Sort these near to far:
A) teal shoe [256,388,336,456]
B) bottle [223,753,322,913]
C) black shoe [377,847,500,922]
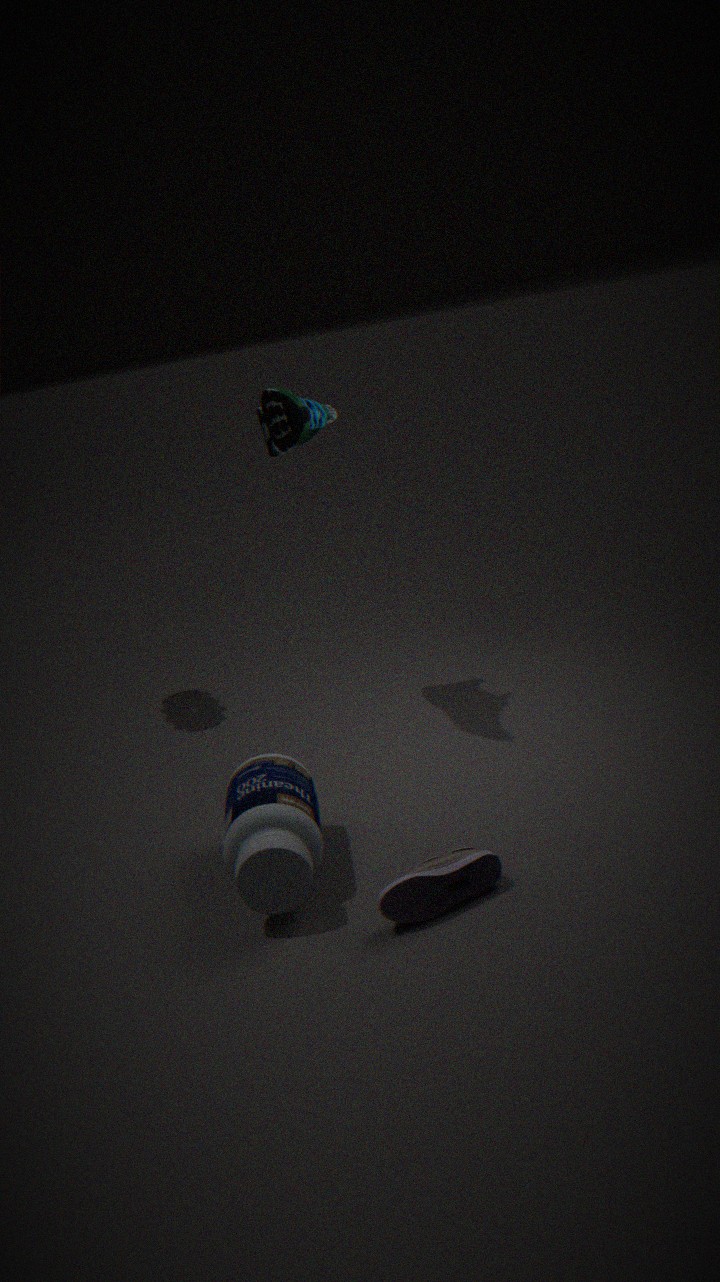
1. black shoe [377,847,500,922]
2. bottle [223,753,322,913]
3. teal shoe [256,388,336,456]
